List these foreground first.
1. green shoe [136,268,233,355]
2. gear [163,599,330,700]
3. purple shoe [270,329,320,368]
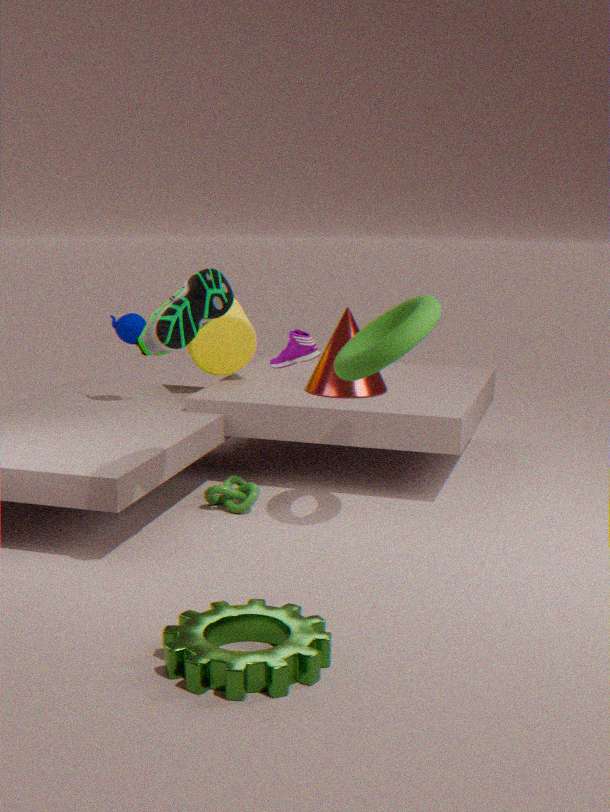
gear [163,599,330,700] < green shoe [136,268,233,355] < purple shoe [270,329,320,368]
